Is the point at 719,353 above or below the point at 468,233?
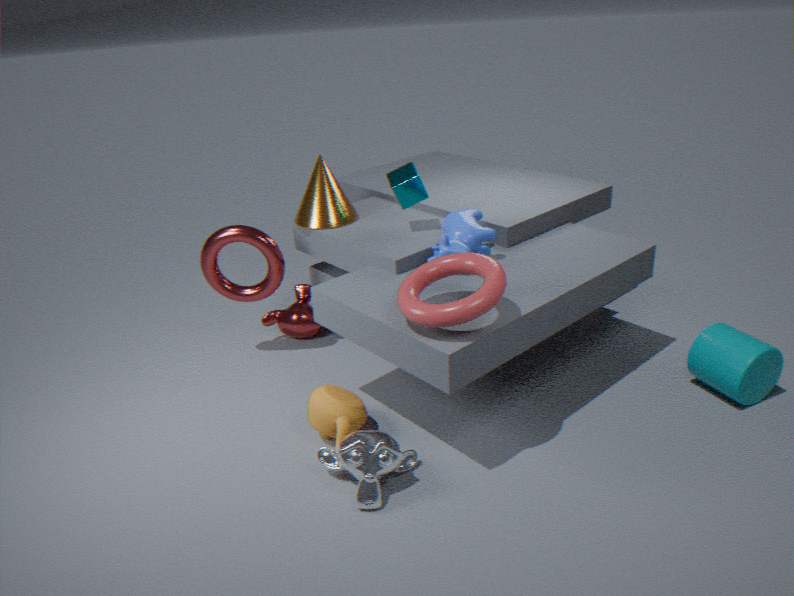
below
